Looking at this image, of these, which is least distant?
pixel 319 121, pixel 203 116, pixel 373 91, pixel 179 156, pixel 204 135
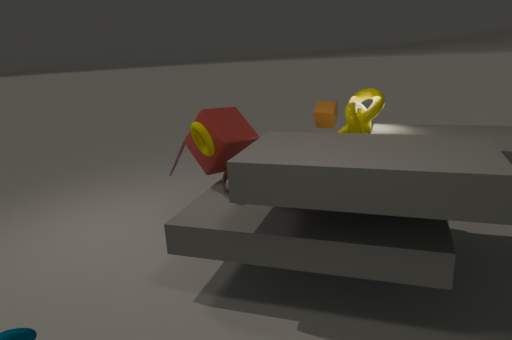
pixel 204 135
